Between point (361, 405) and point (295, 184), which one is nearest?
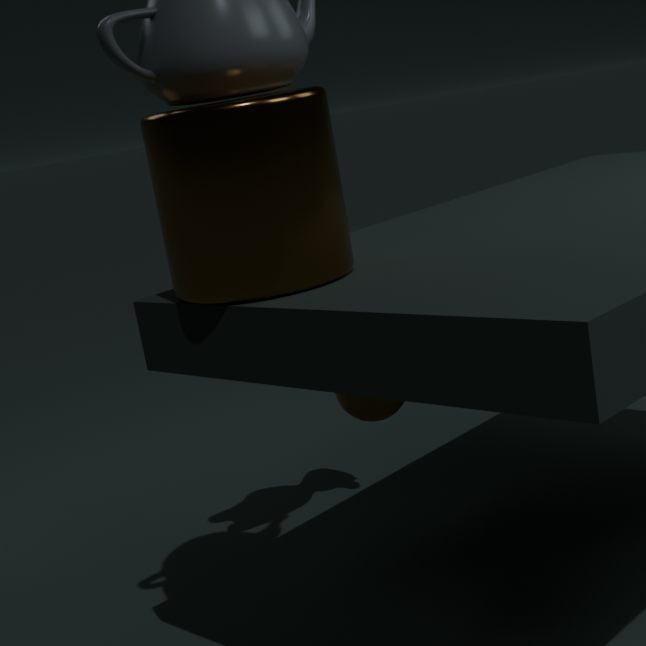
point (295, 184)
